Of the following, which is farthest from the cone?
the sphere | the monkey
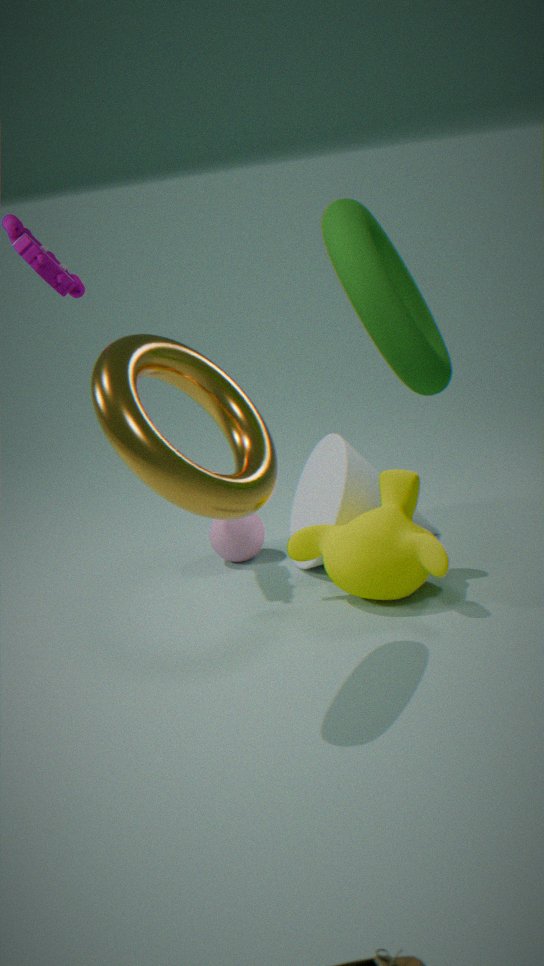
the sphere
